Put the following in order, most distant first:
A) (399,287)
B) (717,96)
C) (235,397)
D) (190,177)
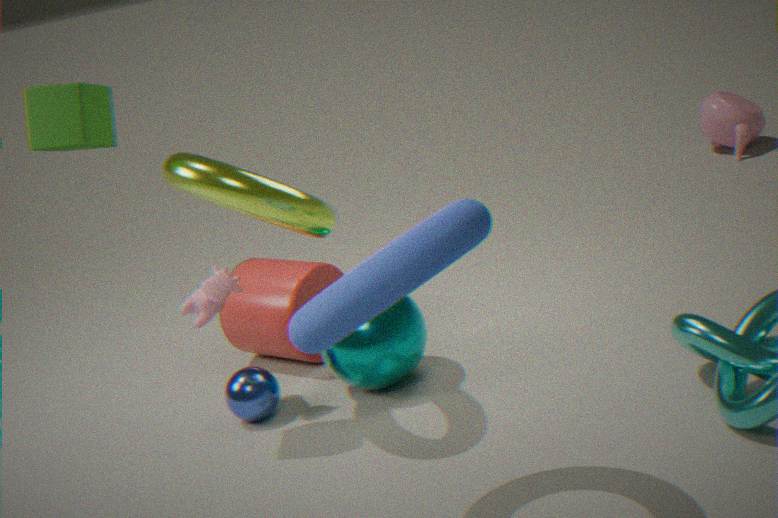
(717,96) < (235,397) < (190,177) < (399,287)
